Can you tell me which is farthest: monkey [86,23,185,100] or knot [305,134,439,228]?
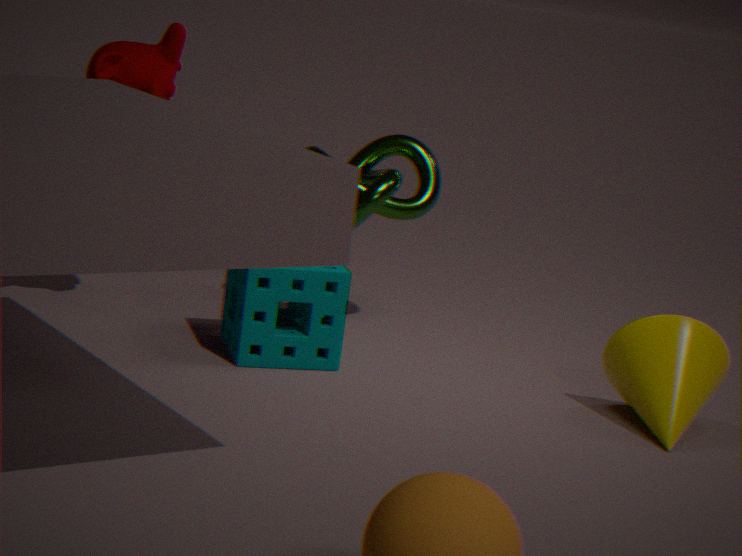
knot [305,134,439,228]
